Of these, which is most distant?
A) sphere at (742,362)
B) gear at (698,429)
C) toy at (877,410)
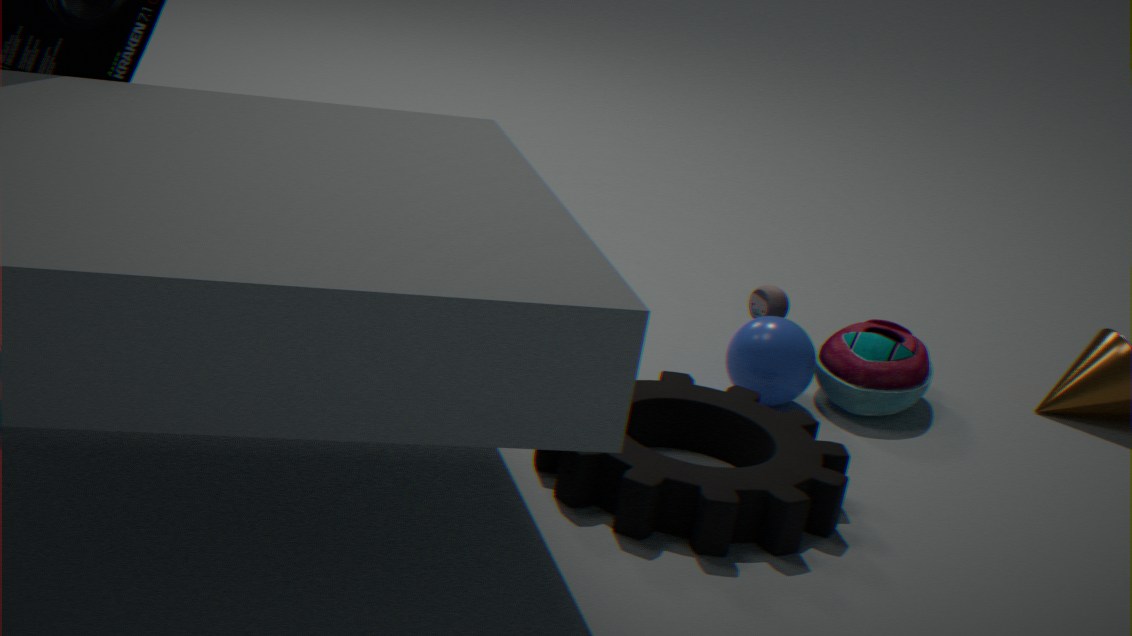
toy at (877,410)
